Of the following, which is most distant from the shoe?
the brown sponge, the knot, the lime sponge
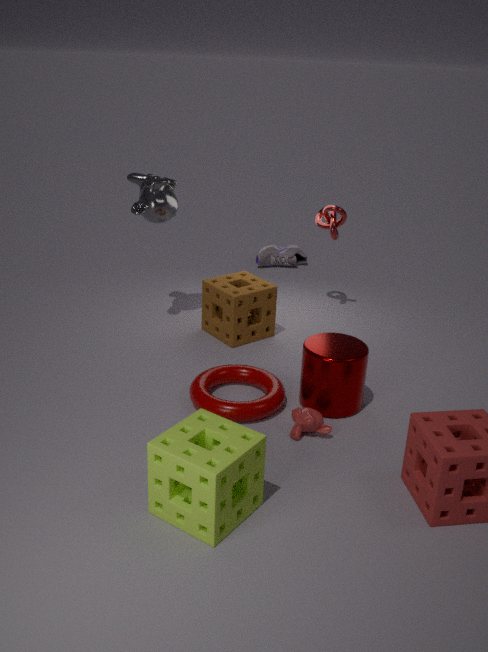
the lime sponge
